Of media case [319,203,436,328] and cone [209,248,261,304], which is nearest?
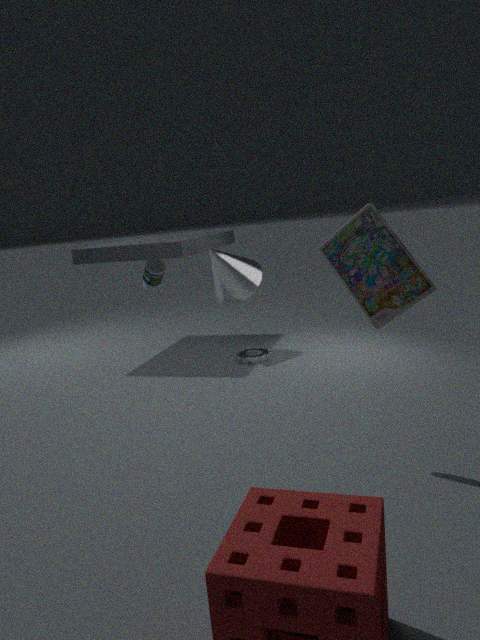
media case [319,203,436,328]
